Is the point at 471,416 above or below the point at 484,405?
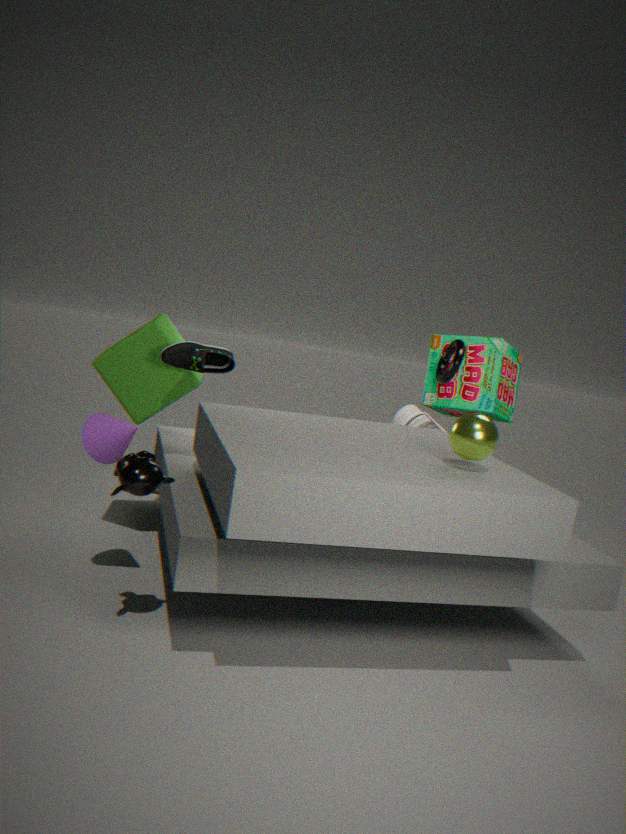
below
